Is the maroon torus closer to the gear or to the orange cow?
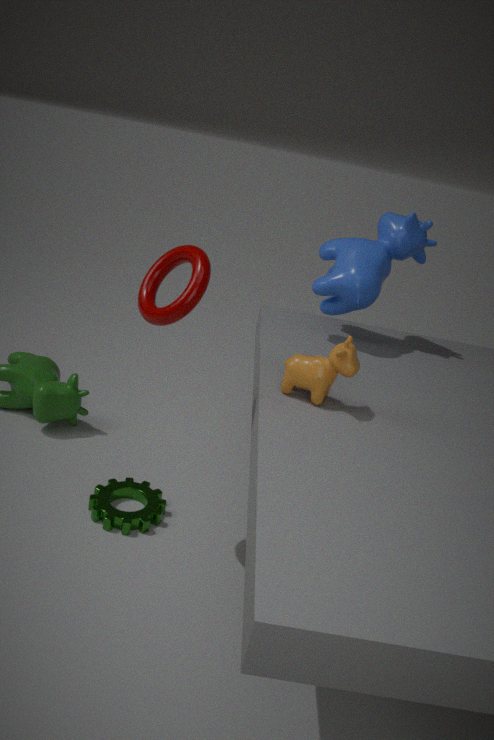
the orange cow
